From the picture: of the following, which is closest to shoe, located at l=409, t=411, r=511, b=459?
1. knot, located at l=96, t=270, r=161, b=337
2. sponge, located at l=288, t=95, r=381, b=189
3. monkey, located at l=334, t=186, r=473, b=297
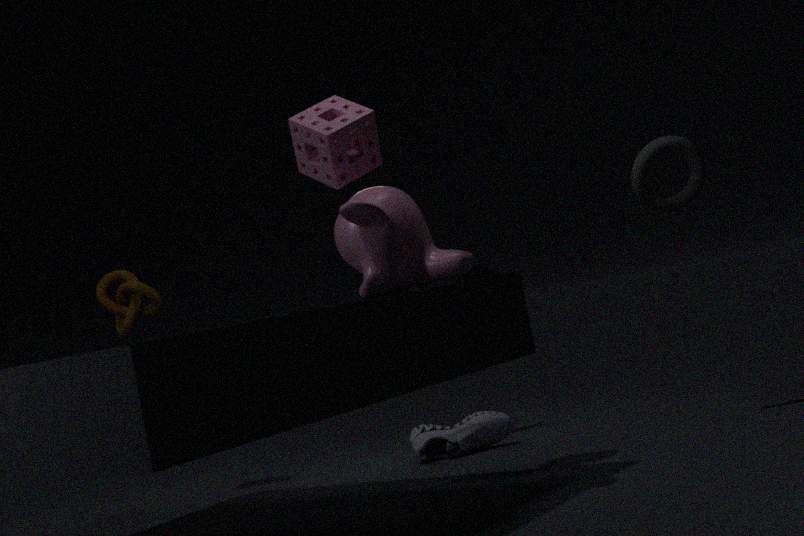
knot, located at l=96, t=270, r=161, b=337
